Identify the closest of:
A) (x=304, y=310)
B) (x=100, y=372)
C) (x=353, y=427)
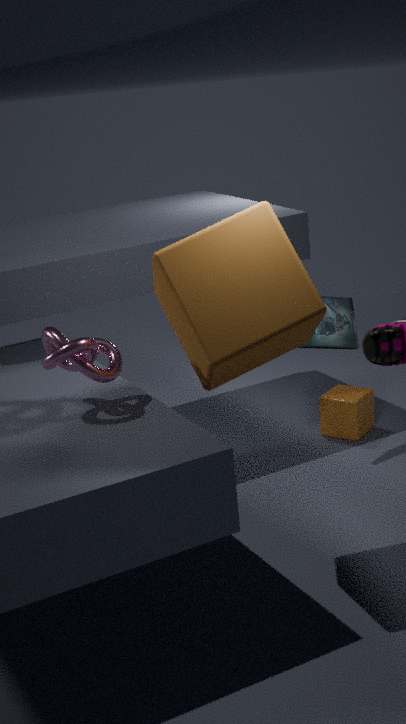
(x=304, y=310)
